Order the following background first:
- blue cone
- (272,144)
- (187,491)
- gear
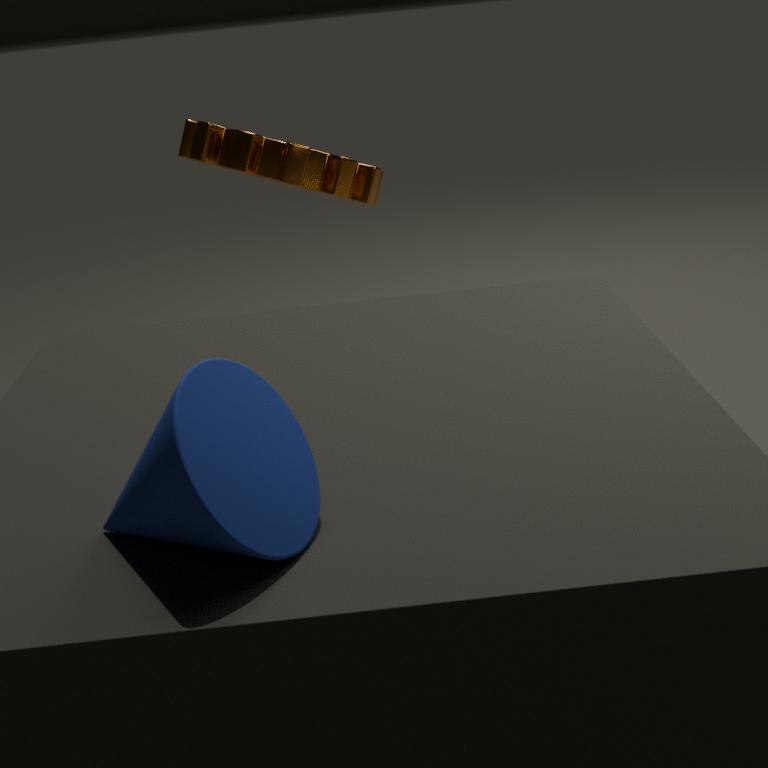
(272,144) → (187,491) → gear → blue cone
